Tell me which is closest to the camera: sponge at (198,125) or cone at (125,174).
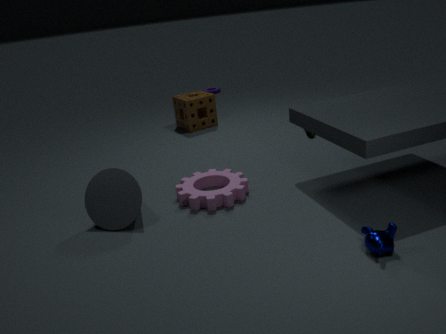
cone at (125,174)
